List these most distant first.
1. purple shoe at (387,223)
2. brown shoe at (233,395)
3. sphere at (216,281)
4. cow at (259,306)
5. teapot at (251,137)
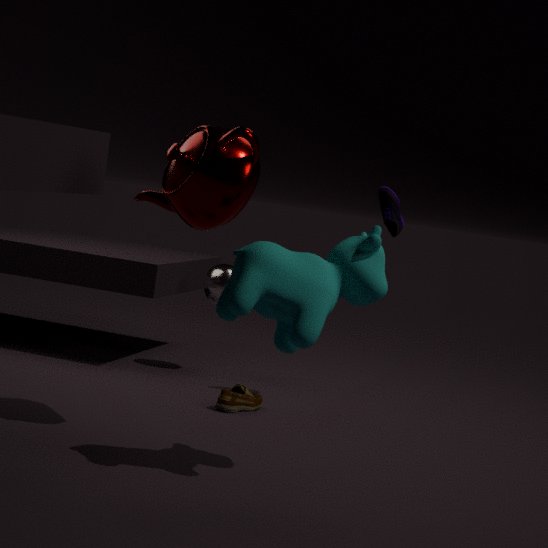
sphere at (216,281) < purple shoe at (387,223) < brown shoe at (233,395) < teapot at (251,137) < cow at (259,306)
